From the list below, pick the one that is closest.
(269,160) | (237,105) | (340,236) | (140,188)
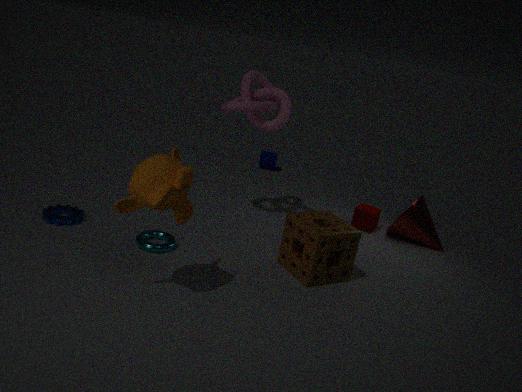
(140,188)
